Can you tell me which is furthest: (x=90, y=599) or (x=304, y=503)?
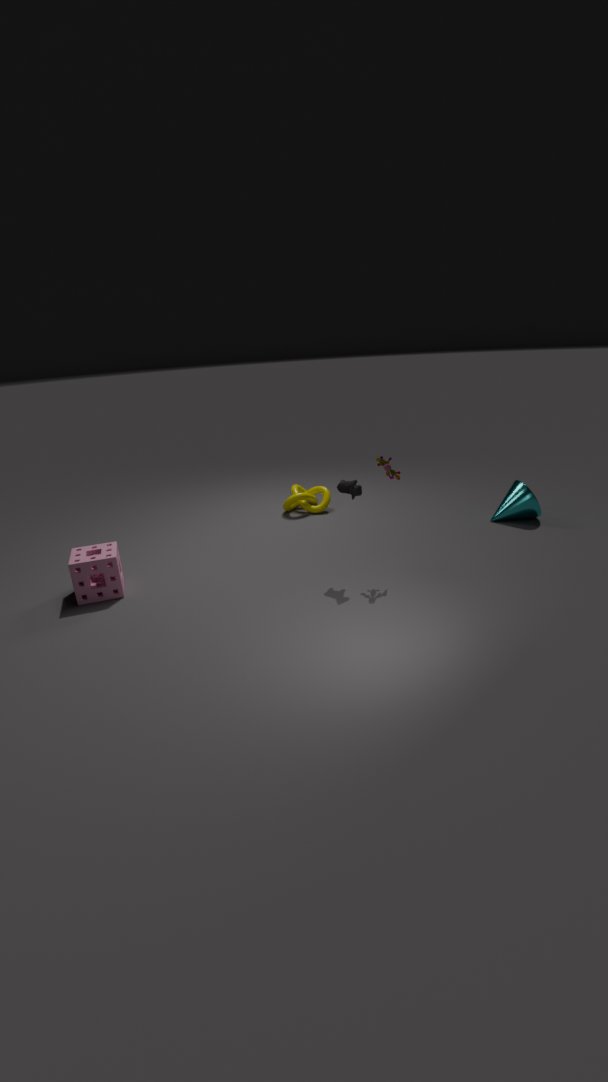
(x=304, y=503)
